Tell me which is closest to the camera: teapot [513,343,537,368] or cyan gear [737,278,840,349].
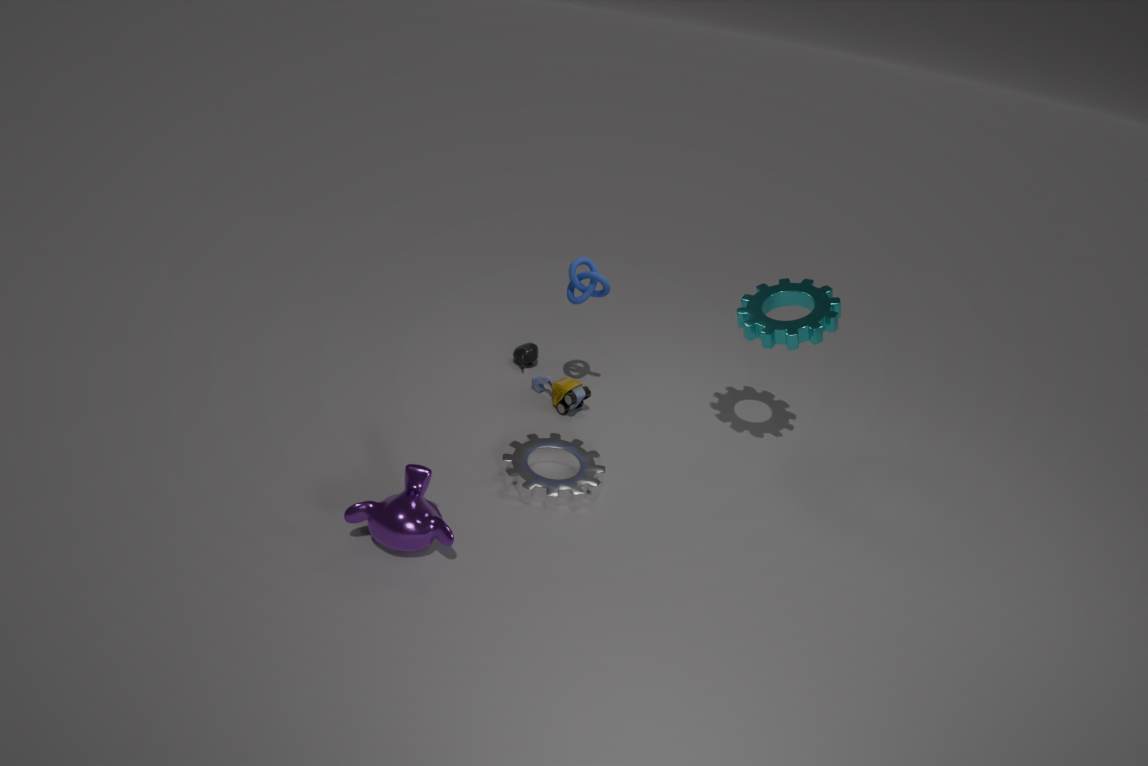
cyan gear [737,278,840,349]
